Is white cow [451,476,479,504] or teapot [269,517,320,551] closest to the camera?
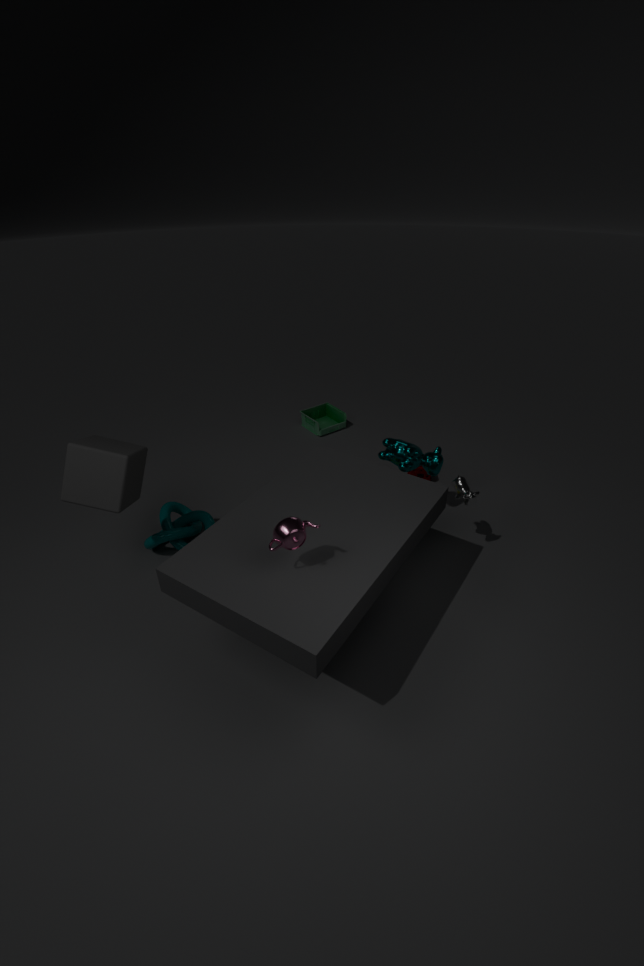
teapot [269,517,320,551]
